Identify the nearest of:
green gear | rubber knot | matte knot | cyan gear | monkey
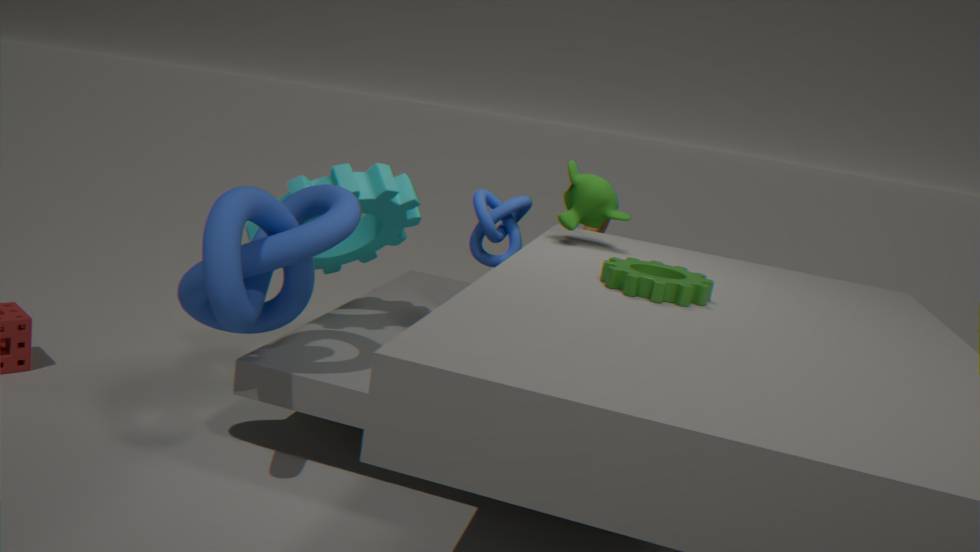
rubber knot
